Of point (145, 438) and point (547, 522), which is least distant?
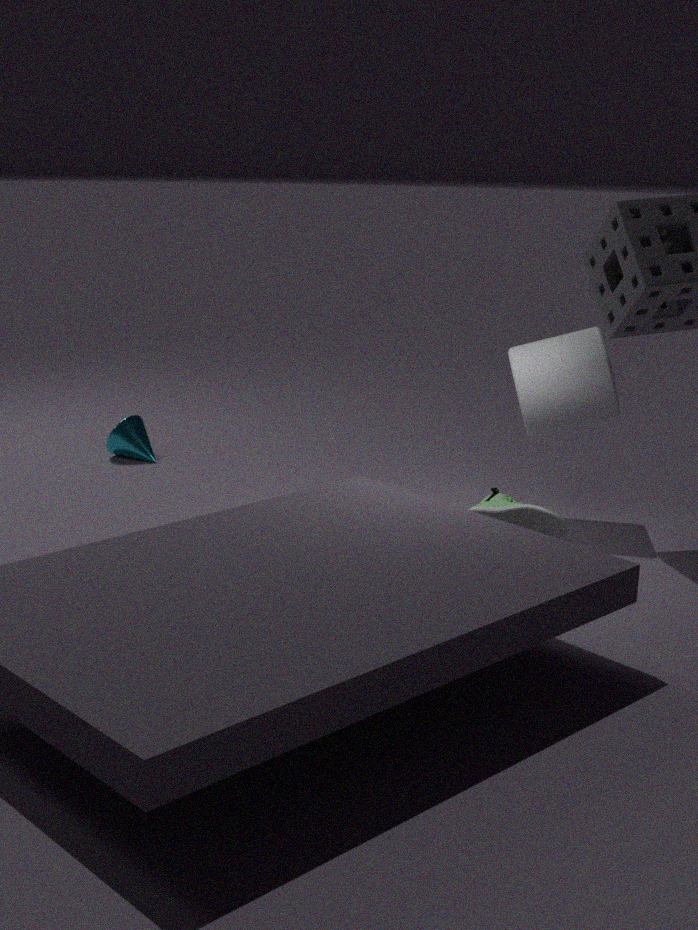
point (547, 522)
